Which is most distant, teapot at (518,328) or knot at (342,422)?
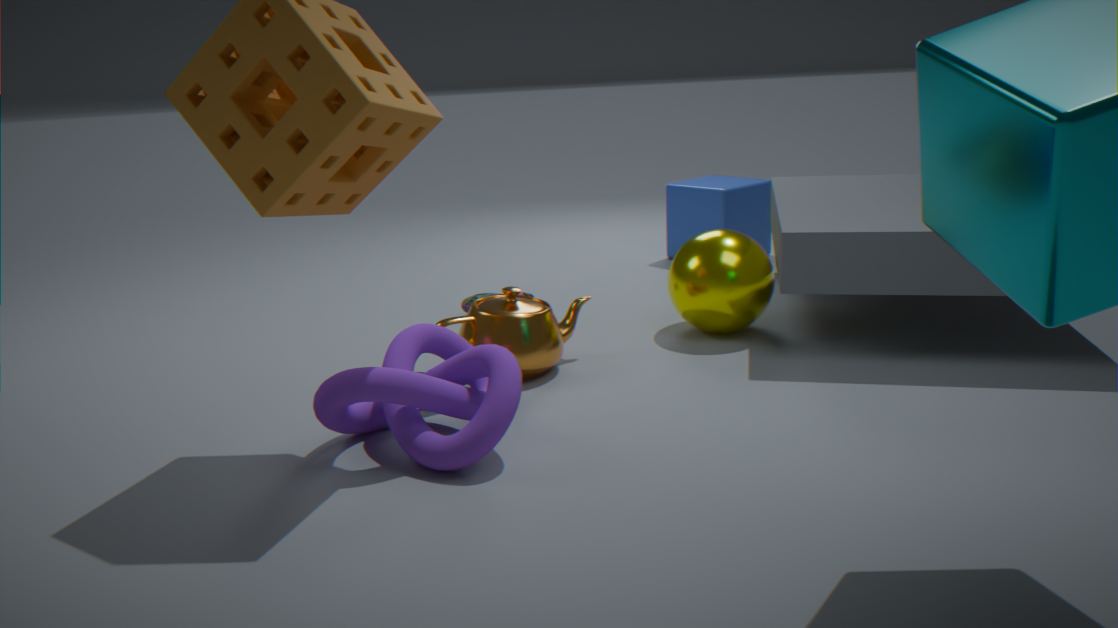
teapot at (518,328)
